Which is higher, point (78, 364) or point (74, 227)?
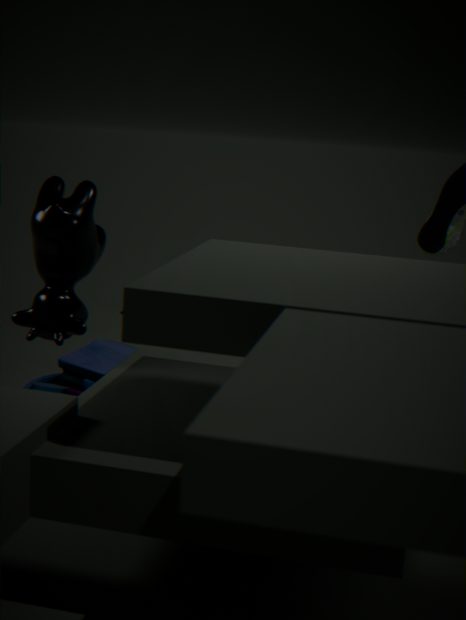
point (74, 227)
